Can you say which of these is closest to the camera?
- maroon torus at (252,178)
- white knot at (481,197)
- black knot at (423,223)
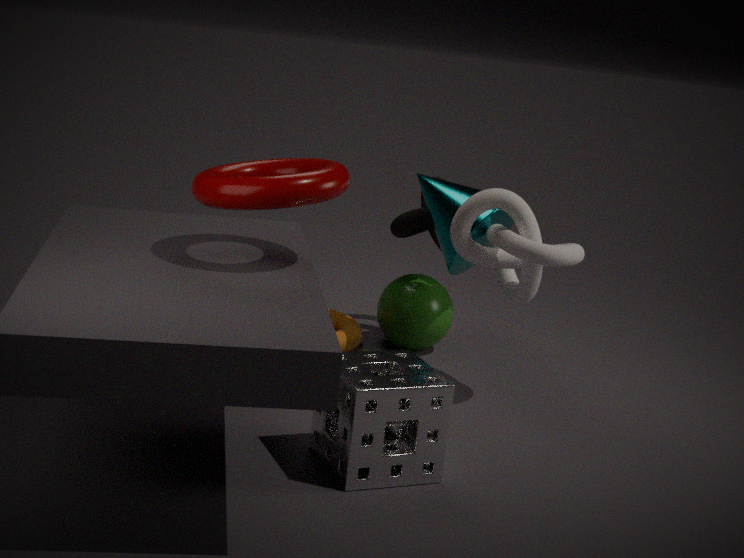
maroon torus at (252,178)
